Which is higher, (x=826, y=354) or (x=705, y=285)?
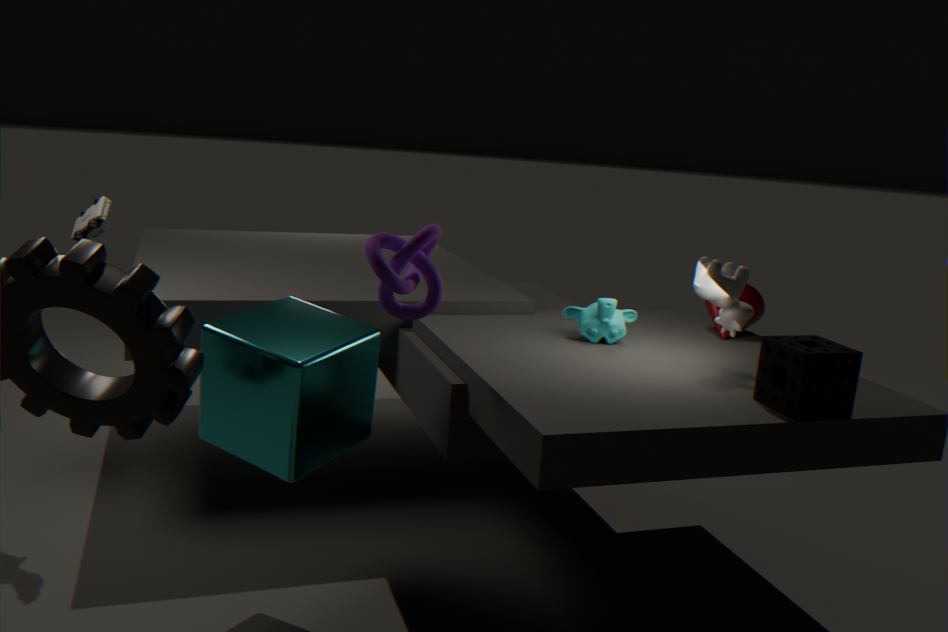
(x=705, y=285)
